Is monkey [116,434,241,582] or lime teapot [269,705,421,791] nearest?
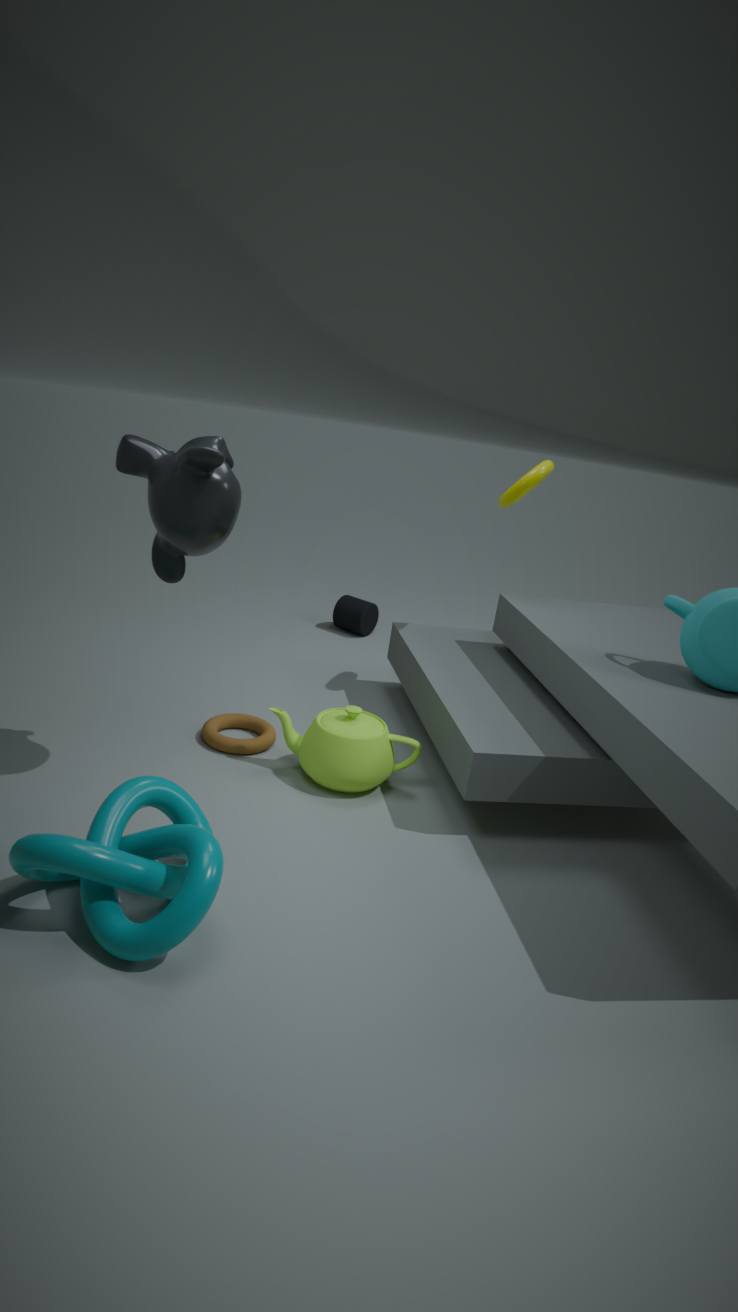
monkey [116,434,241,582]
